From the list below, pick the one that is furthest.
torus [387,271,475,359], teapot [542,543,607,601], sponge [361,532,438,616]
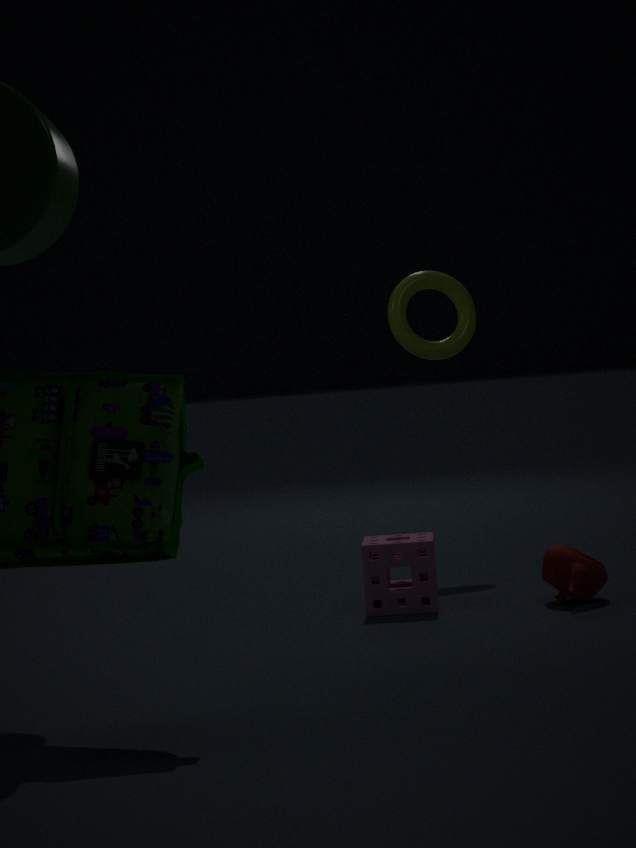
torus [387,271,475,359]
